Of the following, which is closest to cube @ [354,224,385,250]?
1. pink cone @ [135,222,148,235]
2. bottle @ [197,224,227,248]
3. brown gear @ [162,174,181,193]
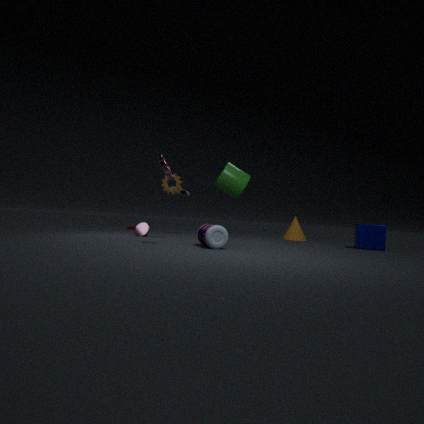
bottle @ [197,224,227,248]
